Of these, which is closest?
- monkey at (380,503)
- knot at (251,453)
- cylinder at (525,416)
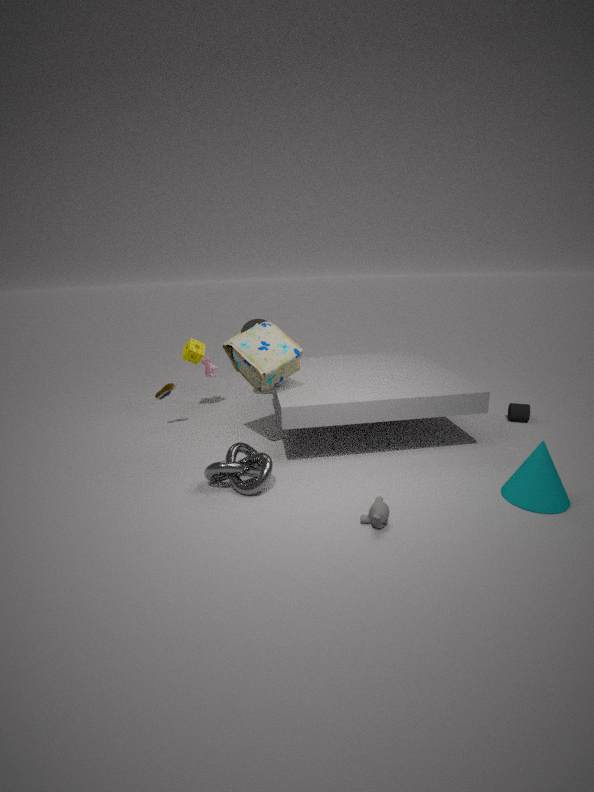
monkey at (380,503)
